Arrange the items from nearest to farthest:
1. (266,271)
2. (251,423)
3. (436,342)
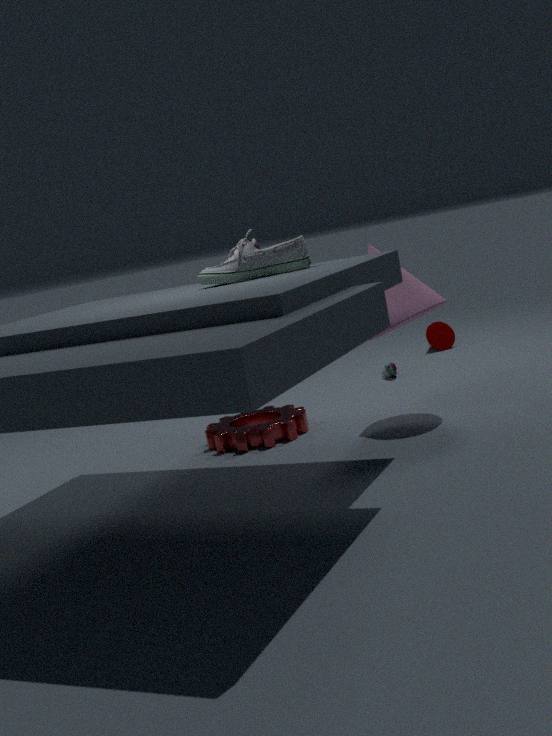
(266,271)
(251,423)
(436,342)
